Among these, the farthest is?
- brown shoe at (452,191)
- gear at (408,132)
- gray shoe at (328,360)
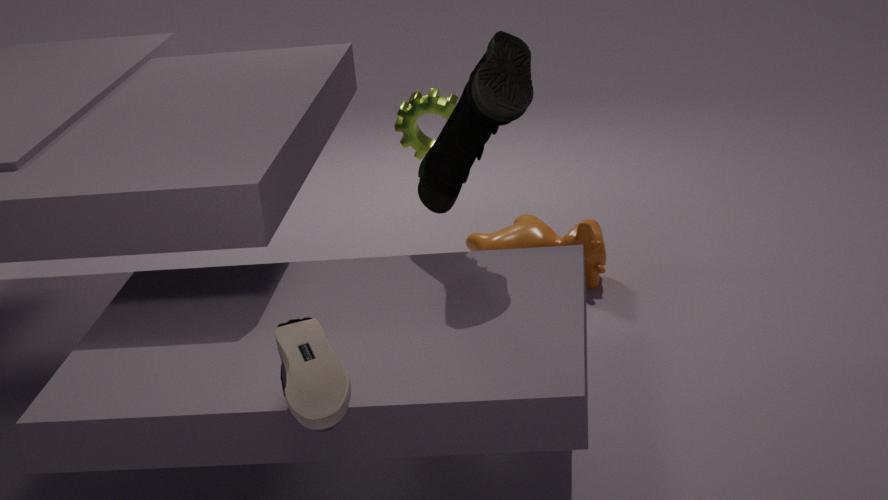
gear at (408,132)
